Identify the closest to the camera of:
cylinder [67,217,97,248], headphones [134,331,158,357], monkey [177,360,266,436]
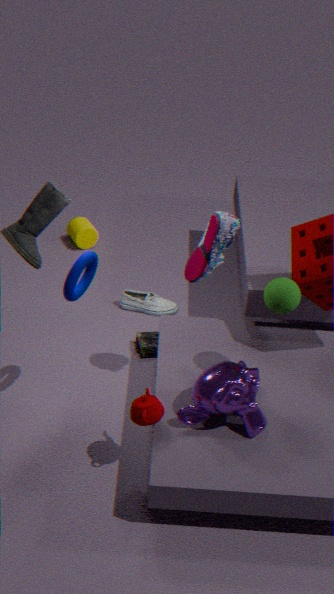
monkey [177,360,266,436]
